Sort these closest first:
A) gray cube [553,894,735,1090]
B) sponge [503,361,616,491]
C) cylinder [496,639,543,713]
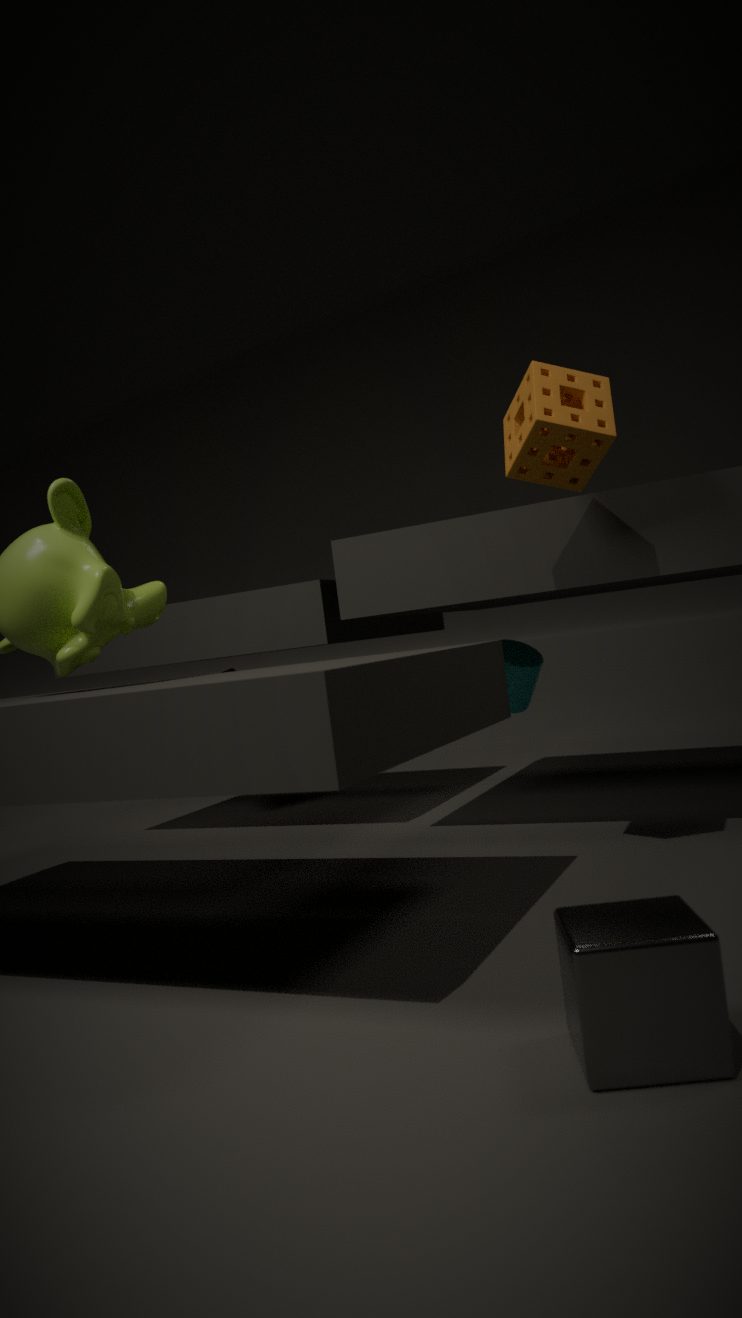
gray cube [553,894,735,1090] → sponge [503,361,616,491] → cylinder [496,639,543,713]
